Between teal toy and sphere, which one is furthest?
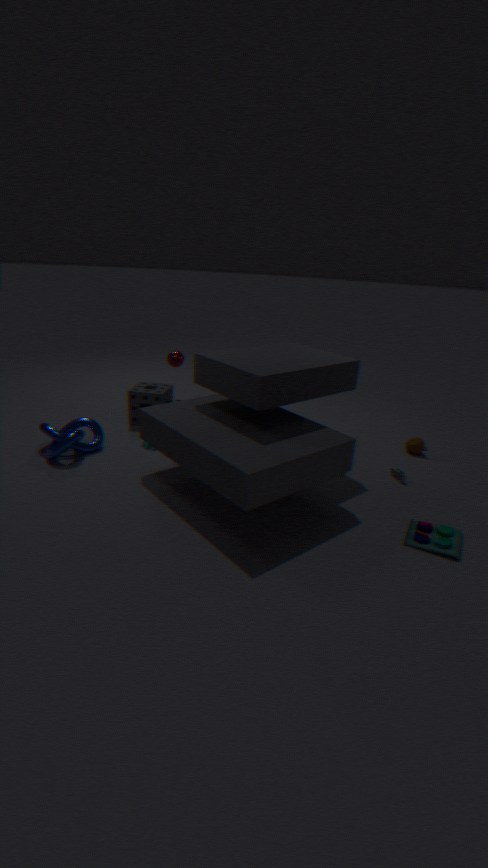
sphere
